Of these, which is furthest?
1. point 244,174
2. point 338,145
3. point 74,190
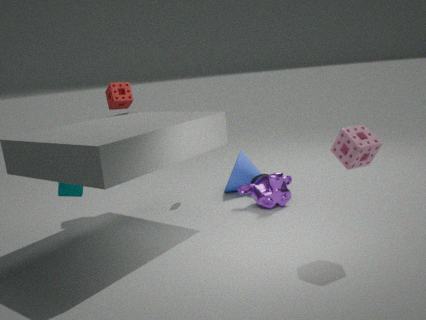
point 244,174
